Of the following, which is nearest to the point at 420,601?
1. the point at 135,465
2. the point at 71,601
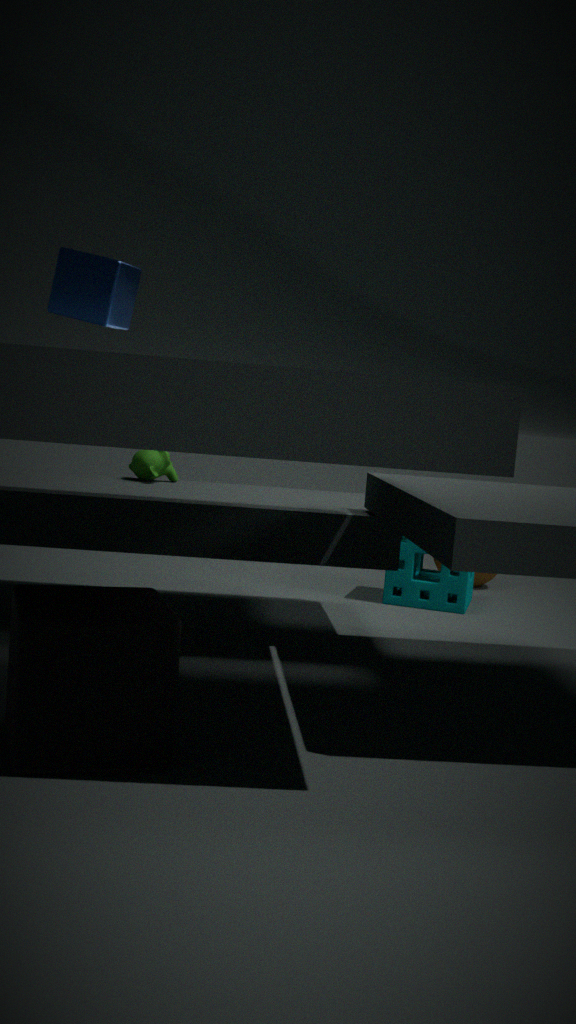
the point at 135,465
